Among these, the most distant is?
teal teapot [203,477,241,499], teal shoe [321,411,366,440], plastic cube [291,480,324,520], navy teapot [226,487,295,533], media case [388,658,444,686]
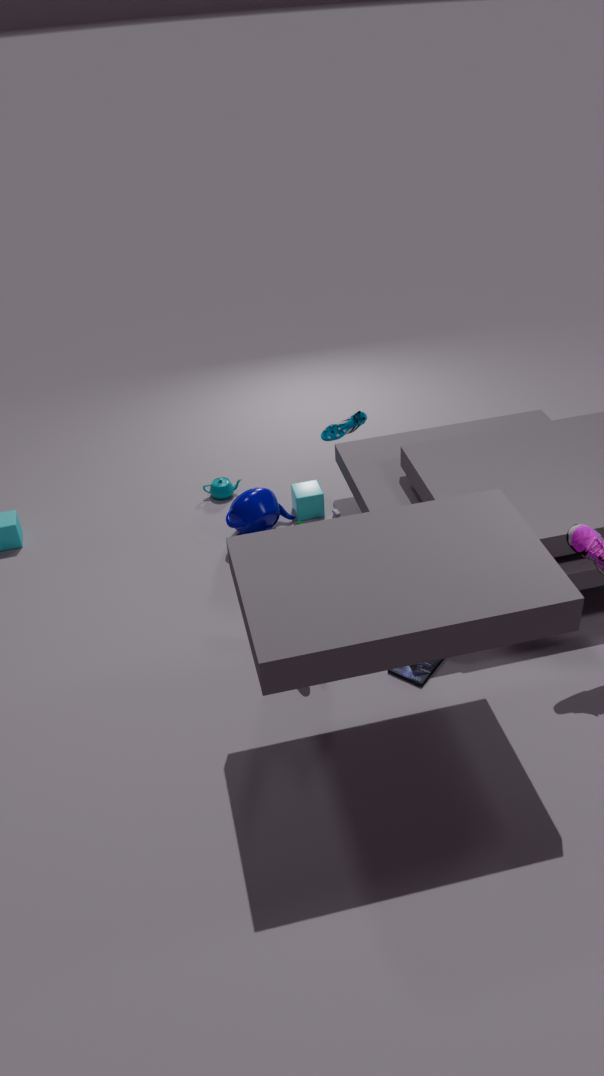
teal teapot [203,477,241,499]
